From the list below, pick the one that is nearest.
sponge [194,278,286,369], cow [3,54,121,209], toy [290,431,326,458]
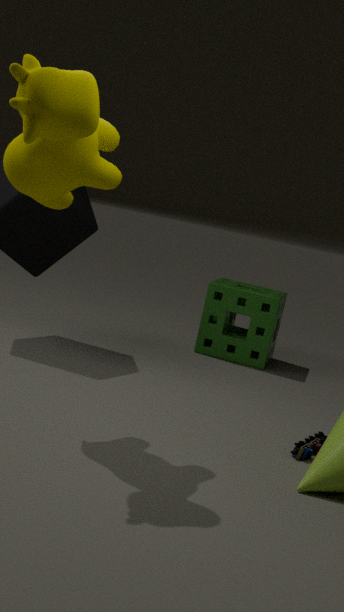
cow [3,54,121,209]
